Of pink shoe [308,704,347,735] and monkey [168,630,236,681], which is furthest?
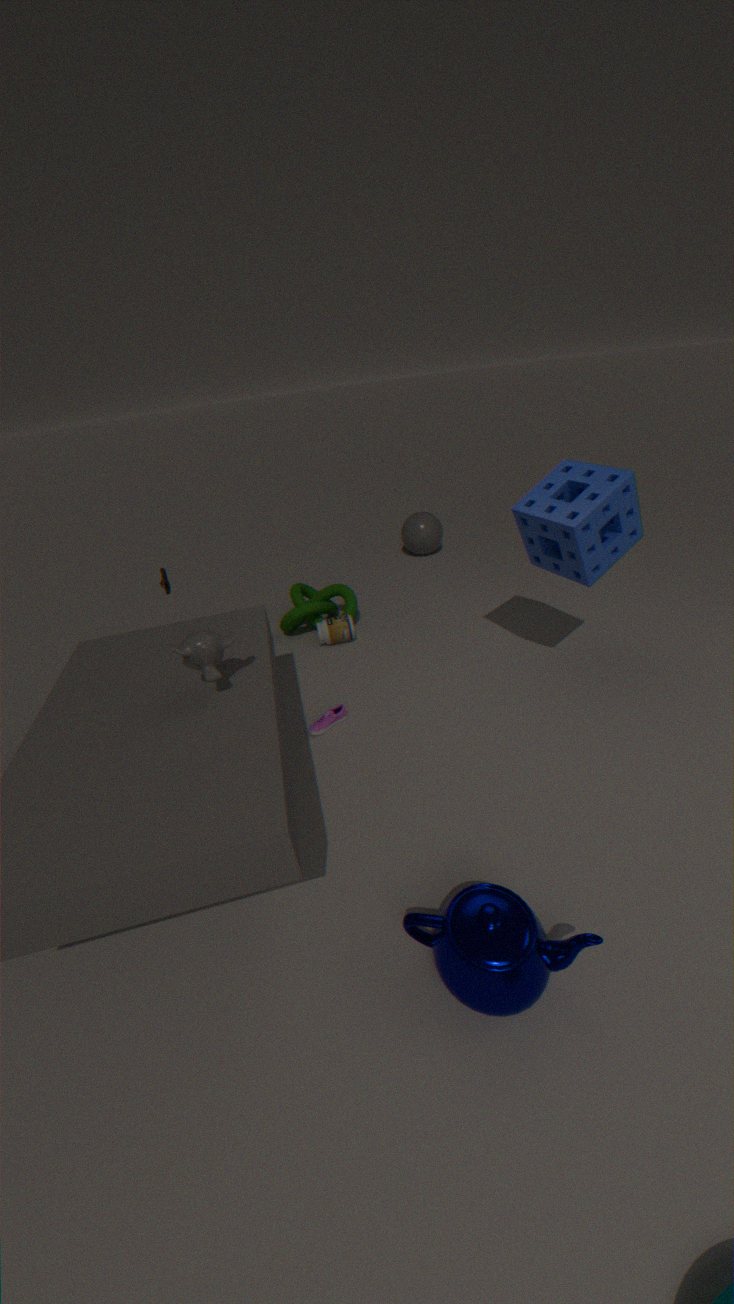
pink shoe [308,704,347,735]
